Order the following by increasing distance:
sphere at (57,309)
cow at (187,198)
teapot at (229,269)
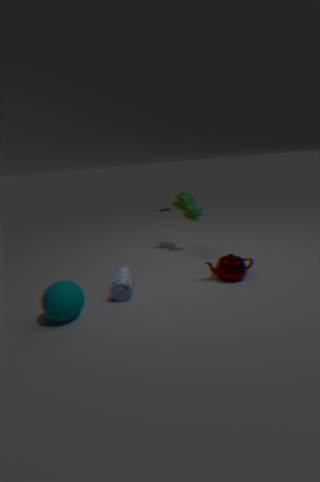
sphere at (57,309) → teapot at (229,269) → cow at (187,198)
